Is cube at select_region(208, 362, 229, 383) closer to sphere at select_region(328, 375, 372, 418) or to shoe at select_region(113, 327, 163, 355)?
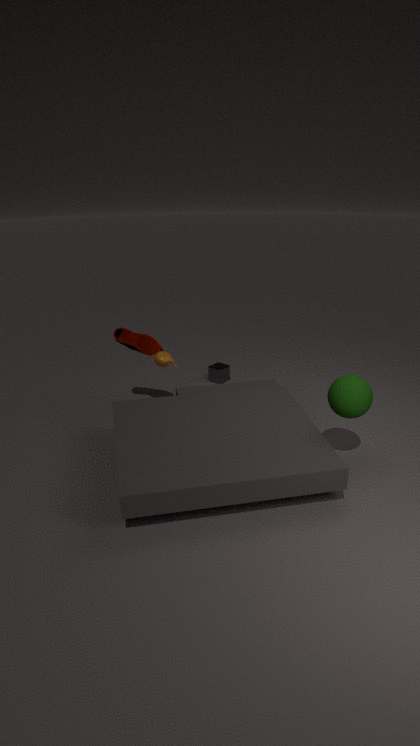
shoe at select_region(113, 327, 163, 355)
